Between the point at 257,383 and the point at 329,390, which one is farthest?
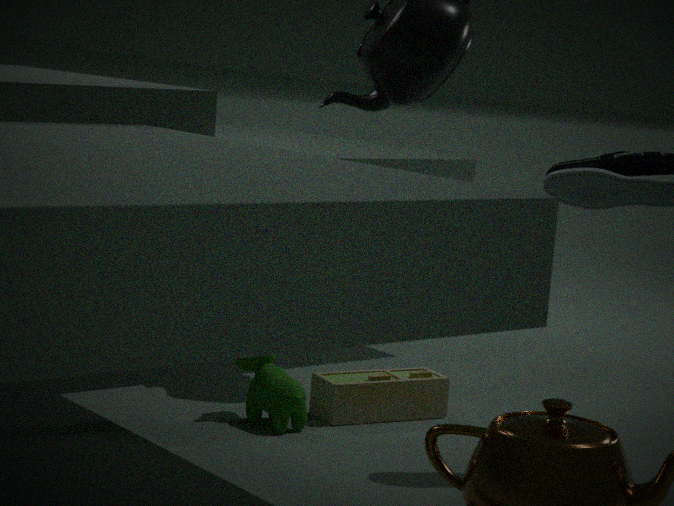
the point at 329,390
